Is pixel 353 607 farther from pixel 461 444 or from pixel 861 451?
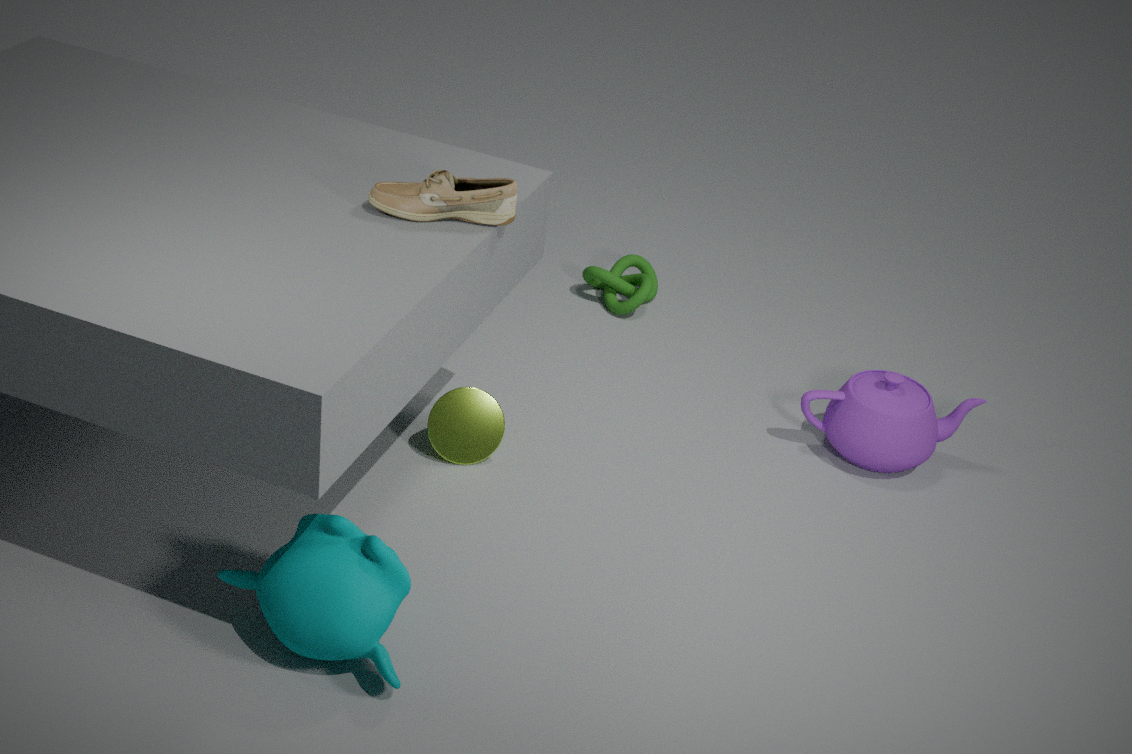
pixel 861 451
